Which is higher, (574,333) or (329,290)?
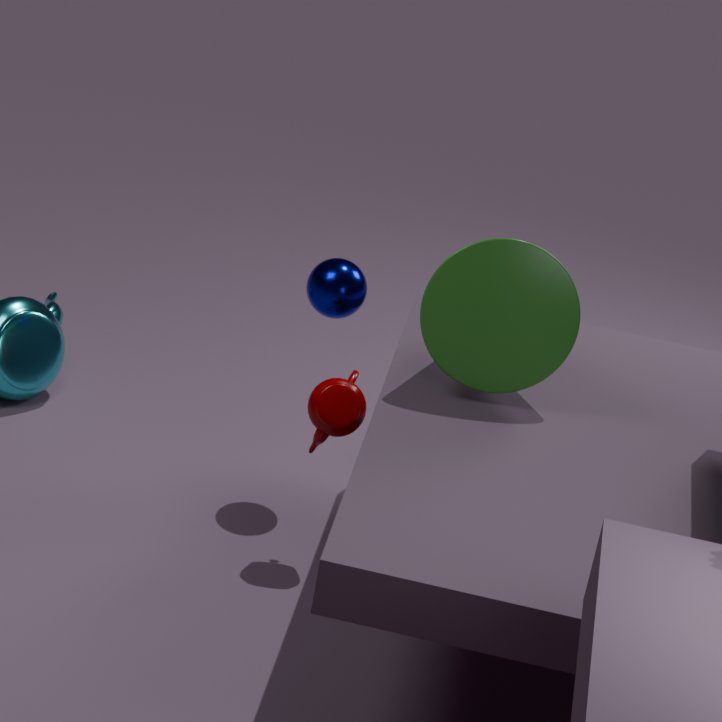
(574,333)
